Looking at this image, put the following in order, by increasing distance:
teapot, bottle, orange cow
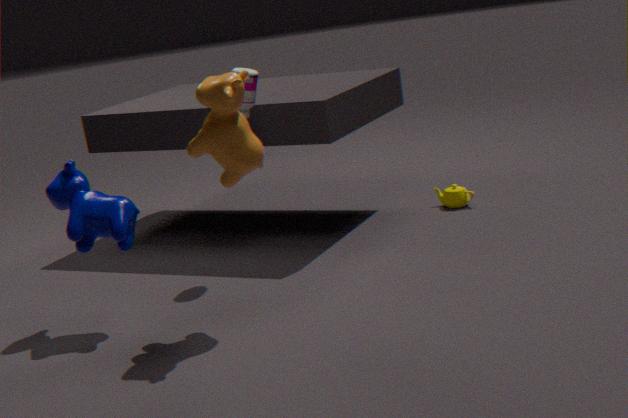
orange cow < bottle < teapot
